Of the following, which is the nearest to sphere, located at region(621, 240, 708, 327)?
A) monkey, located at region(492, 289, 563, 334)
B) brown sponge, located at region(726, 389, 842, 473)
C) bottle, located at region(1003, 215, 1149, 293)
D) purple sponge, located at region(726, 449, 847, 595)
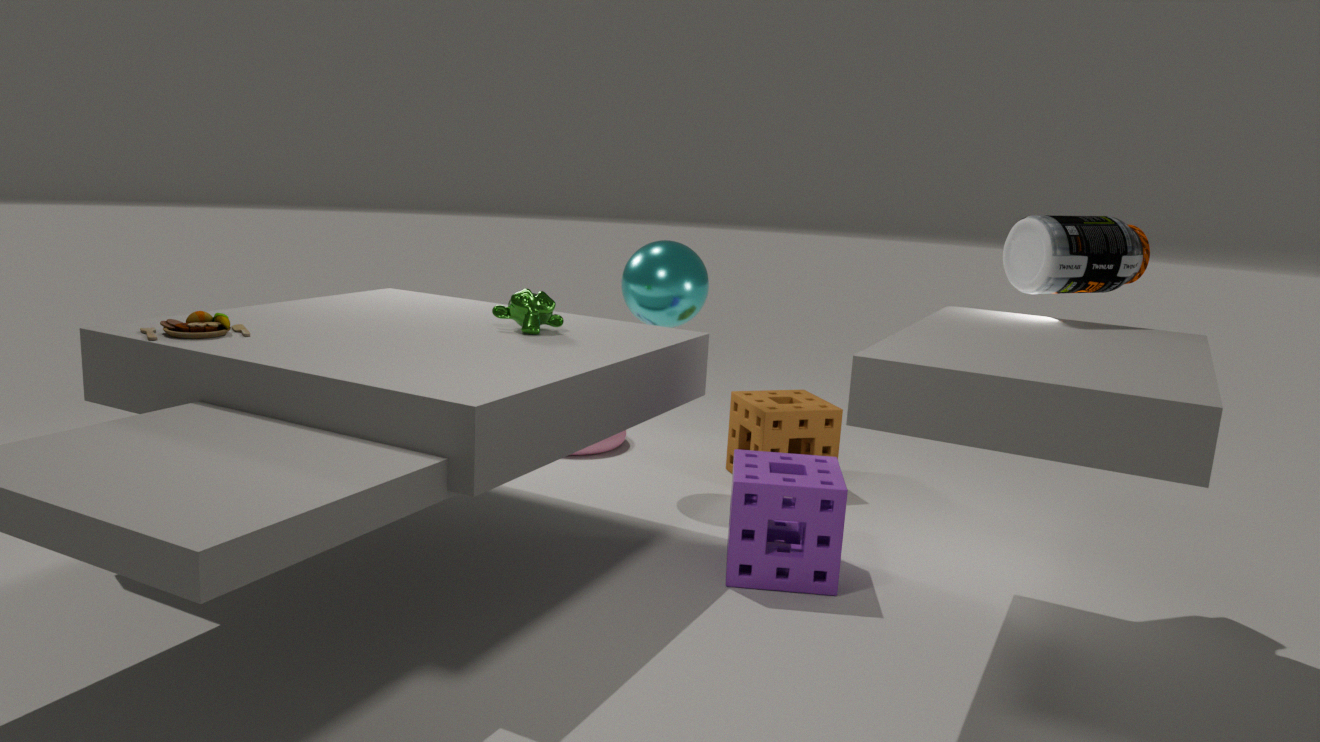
brown sponge, located at region(726, 389, 842, 473)
